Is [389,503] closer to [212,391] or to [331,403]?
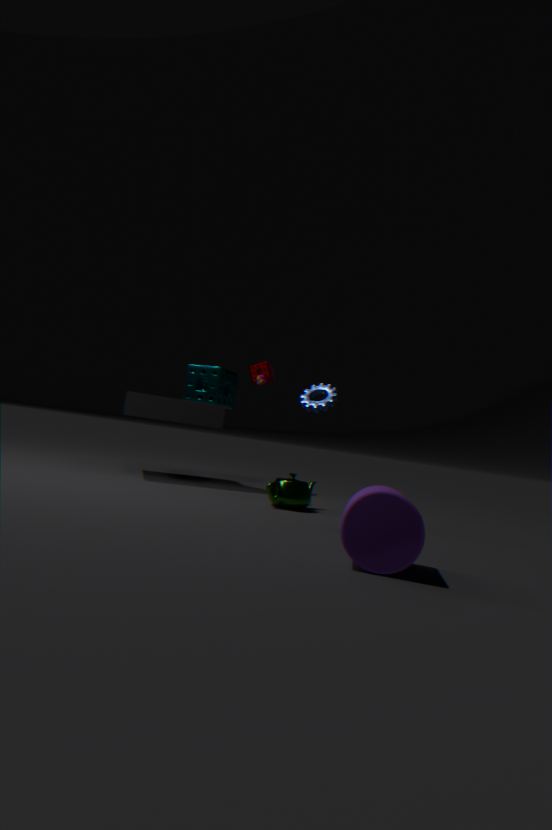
[331,403]
